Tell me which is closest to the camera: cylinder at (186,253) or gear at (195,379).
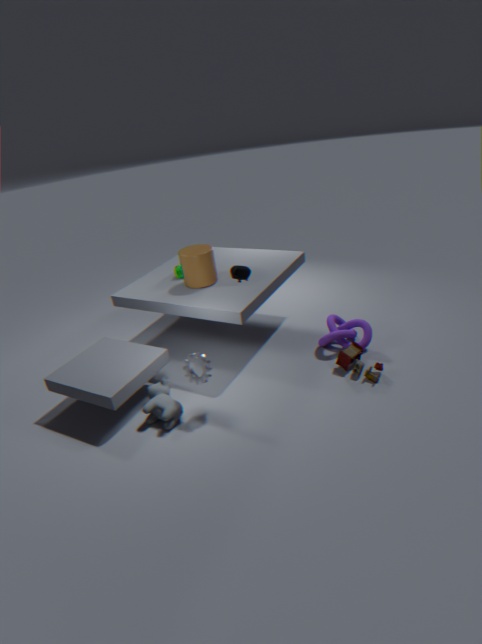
gear at (195,379)
